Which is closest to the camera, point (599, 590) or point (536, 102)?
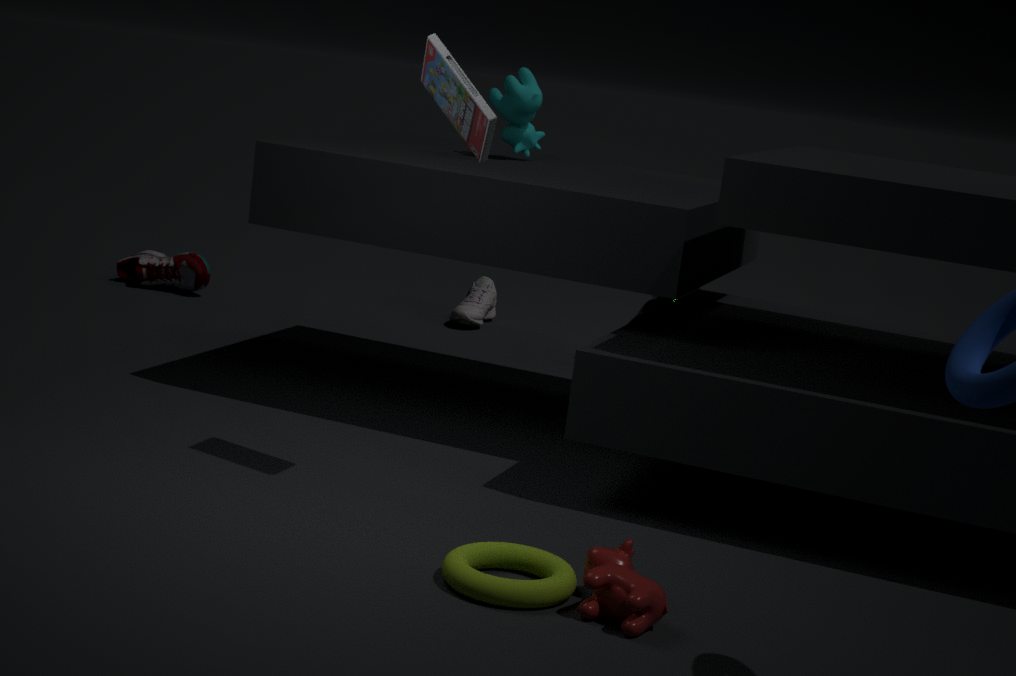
point (599, 590)
